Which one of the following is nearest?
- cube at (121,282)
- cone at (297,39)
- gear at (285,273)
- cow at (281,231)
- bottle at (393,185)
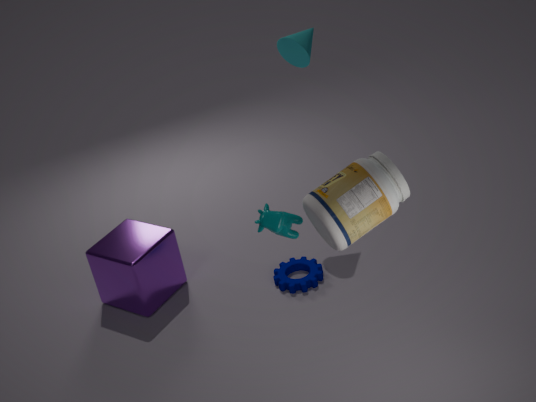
bottle at (393,185)
